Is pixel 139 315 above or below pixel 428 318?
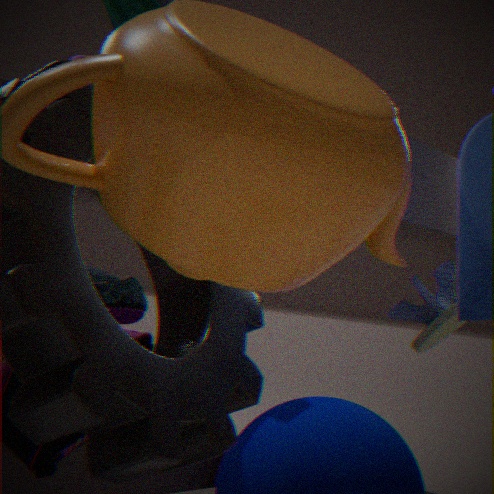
below
